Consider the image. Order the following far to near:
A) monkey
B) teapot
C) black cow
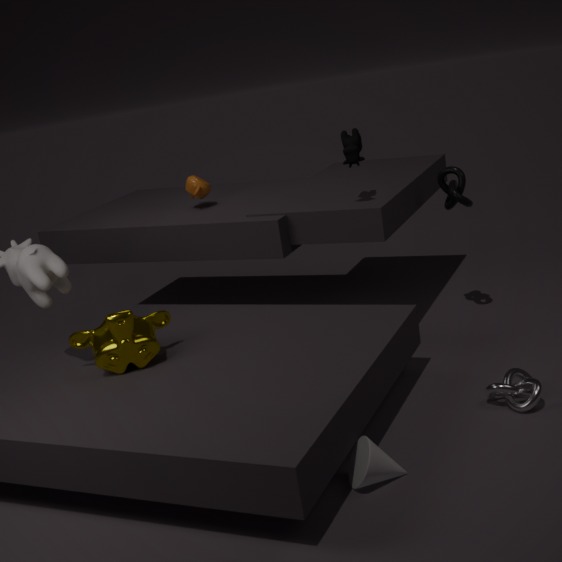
B. teapot < C. black cow < A. monkey
